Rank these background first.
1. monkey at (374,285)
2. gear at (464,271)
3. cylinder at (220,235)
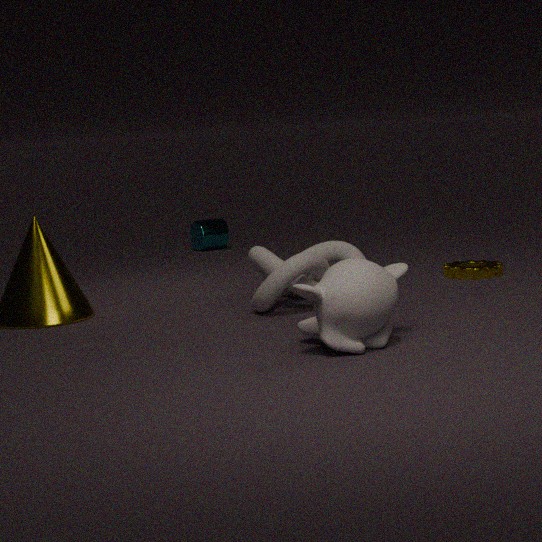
cylinder at (220,235) < gear at (464,271) < monkey at (374,285)
